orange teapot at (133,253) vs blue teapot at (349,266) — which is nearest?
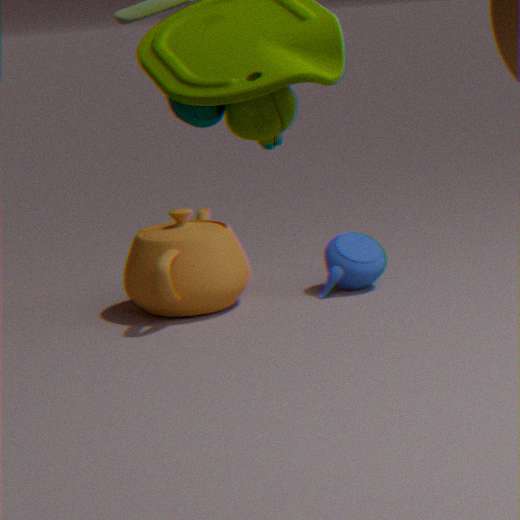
orange teapot at (133,253)
